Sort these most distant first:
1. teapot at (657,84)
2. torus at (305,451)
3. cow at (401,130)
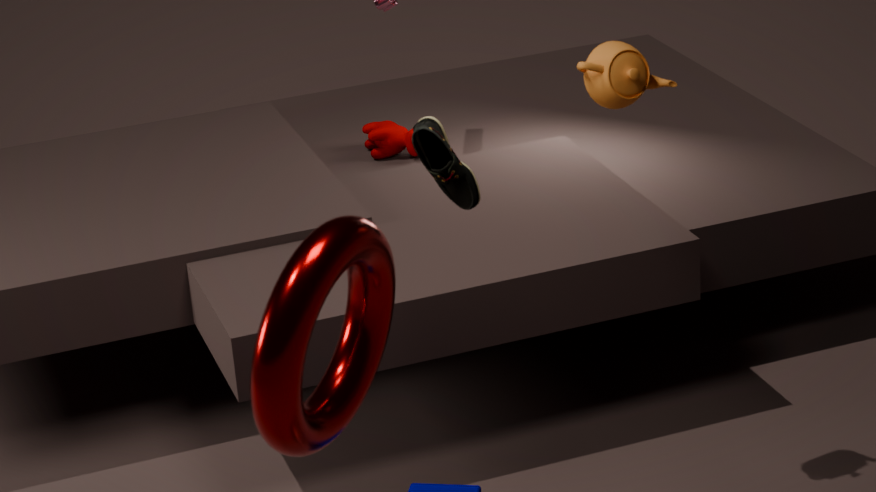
cow at (401,130)
teapot at (657,84)
torus at (305,451)
